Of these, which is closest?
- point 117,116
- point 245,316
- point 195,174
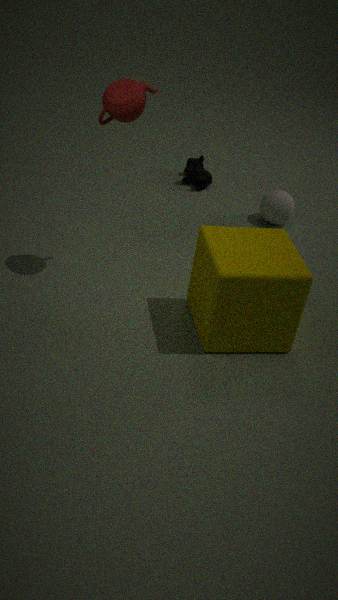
point 245,316
